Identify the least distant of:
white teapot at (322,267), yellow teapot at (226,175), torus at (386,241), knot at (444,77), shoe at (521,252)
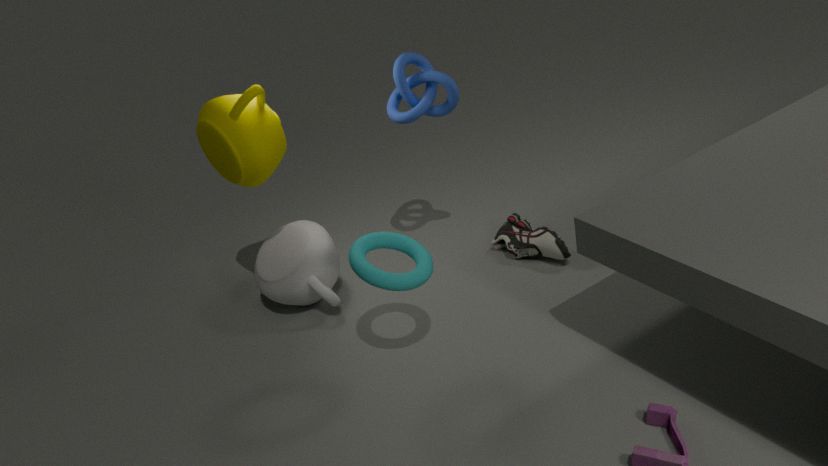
torus at (386,241)
